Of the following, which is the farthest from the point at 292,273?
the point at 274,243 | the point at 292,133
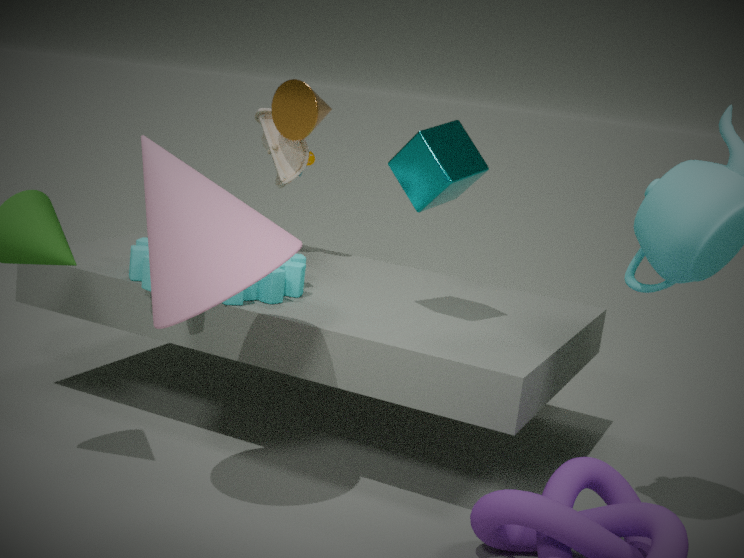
the point at 292,133
